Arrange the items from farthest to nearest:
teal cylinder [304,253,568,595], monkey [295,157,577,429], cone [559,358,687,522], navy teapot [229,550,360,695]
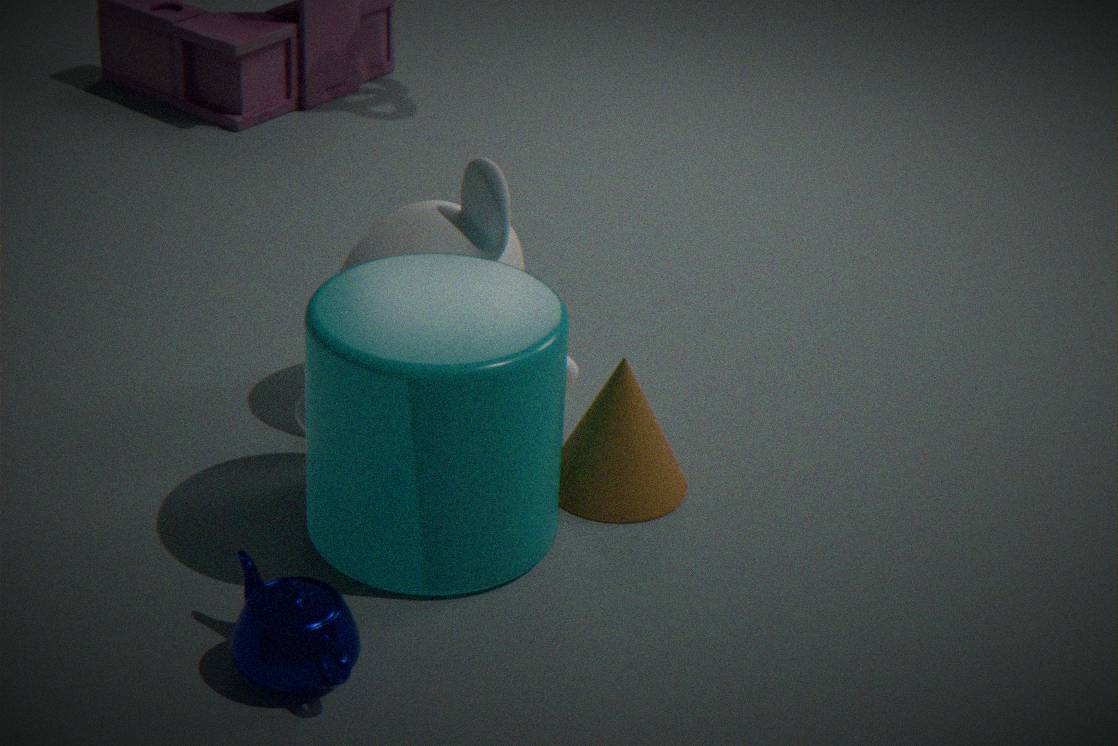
Result: 1. monkey [295,157,577,429]
2. cone [559,358,687,522]
3. teal cylinder [304,253,568,595]
4. navy teapot [229,550,360,695]
